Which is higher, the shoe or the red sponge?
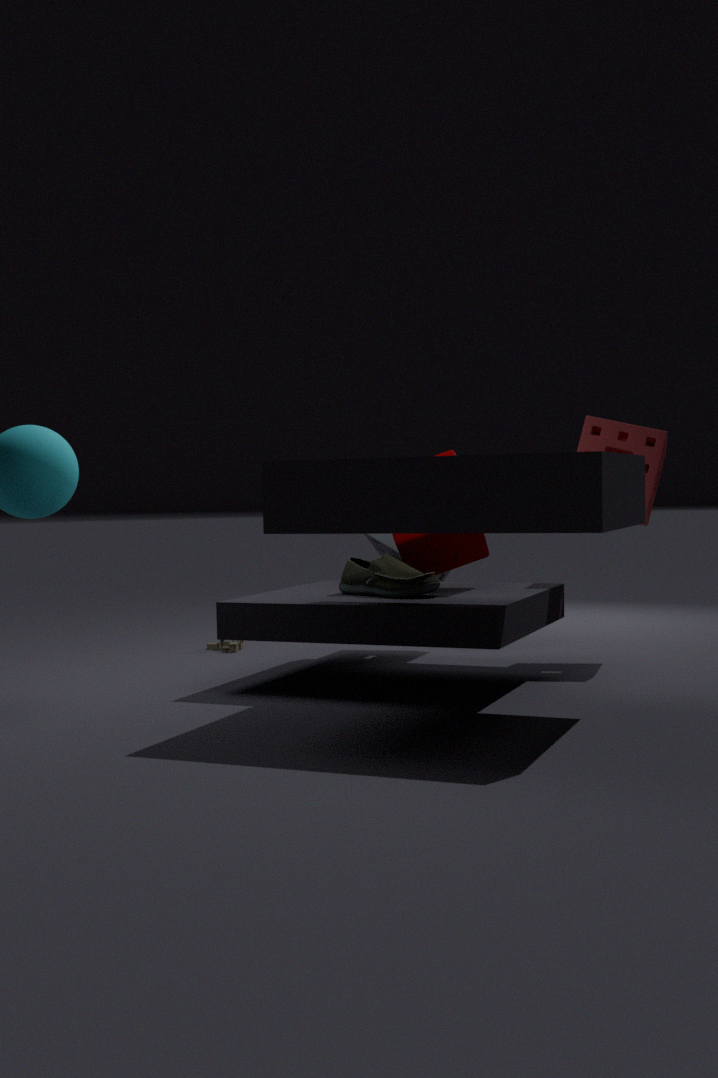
the red sponge
